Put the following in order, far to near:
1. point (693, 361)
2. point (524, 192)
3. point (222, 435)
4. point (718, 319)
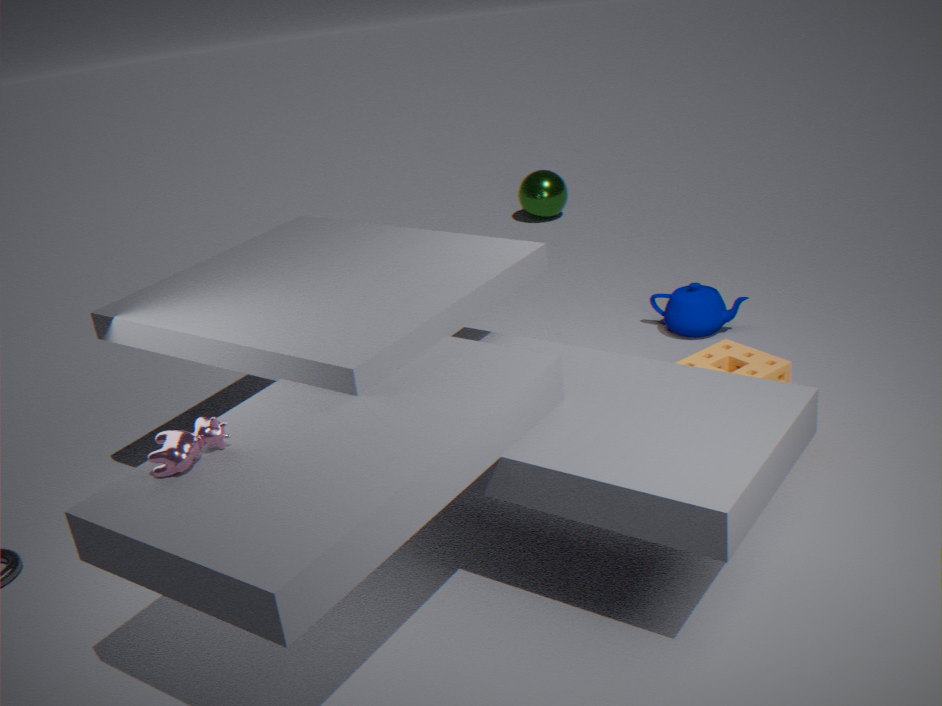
1. point (524, 192)
2. point (718, 319)
3. point (693, 361)
4. point (222, 435)
